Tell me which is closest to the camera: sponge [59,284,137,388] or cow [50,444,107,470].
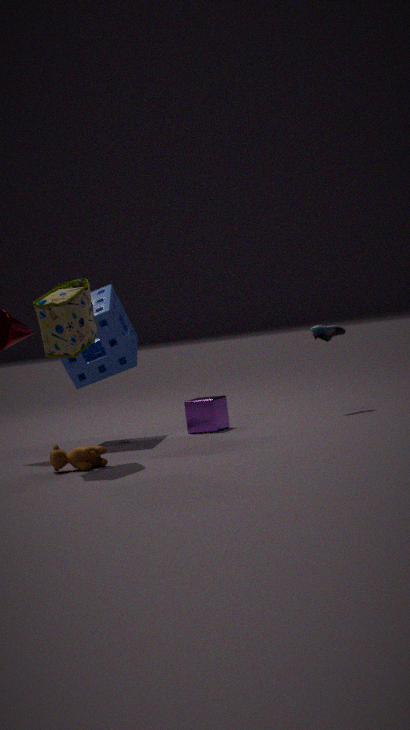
cow [50,444,107,470]
